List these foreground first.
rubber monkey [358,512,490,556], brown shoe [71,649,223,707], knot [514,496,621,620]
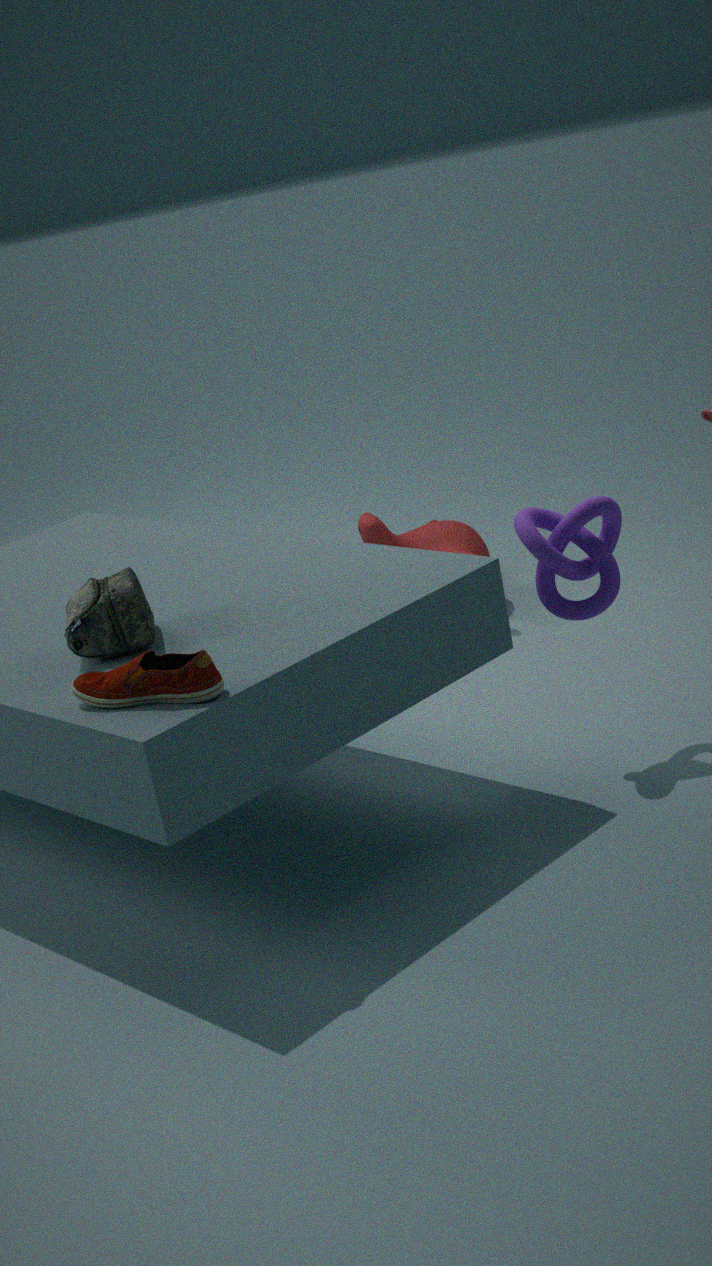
brown shoe [71,649,223,707] < knot [514,496,621,620] < rubber monkey [358,512,490,556]
